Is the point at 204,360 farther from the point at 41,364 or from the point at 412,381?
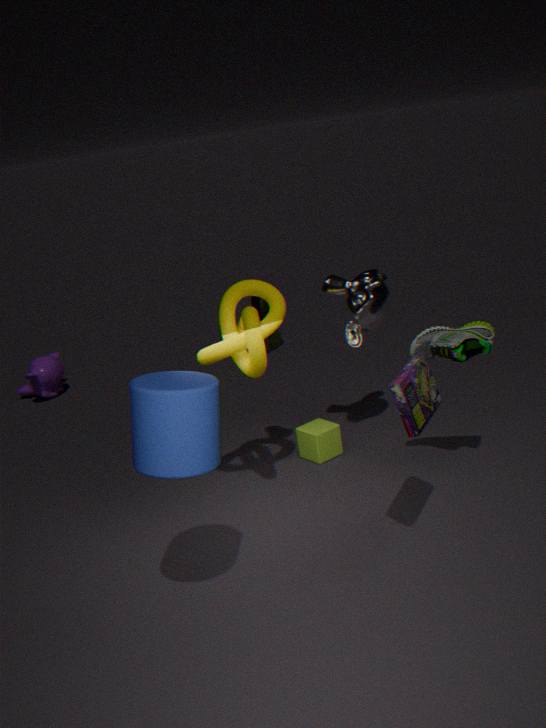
the point at 41,364
